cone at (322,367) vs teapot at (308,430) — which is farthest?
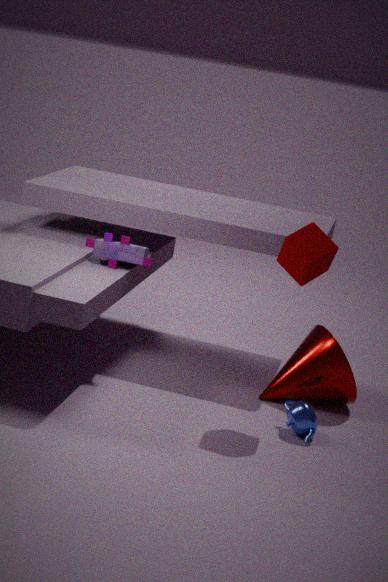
cone at (322,367)
